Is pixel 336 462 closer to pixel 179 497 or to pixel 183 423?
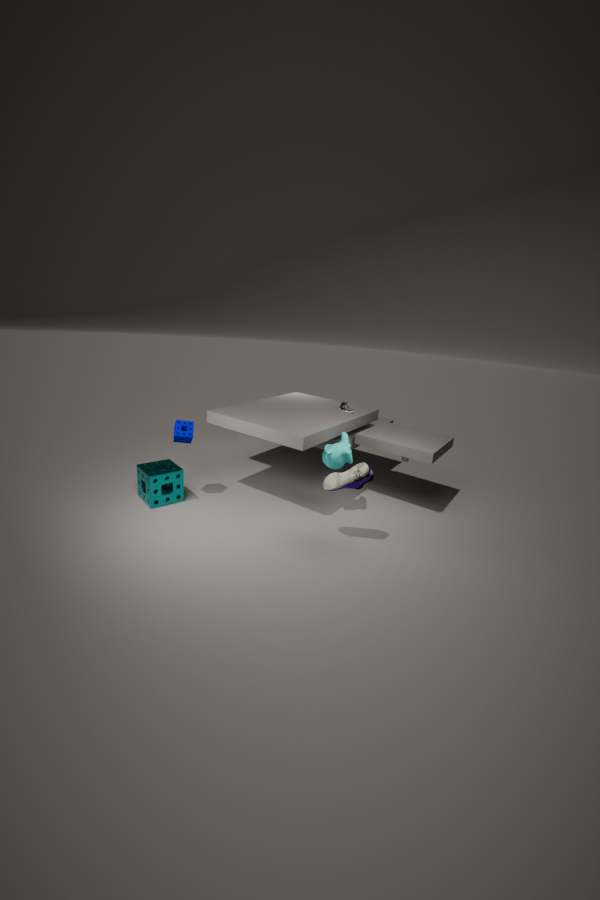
pixel 183 423
